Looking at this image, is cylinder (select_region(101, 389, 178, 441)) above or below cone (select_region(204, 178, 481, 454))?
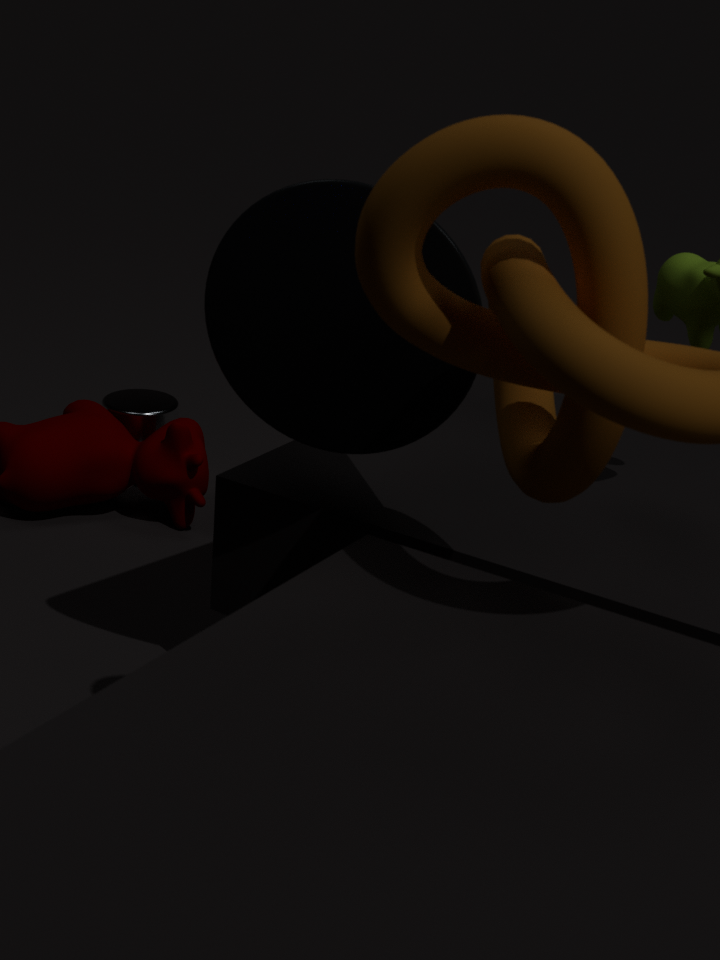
below
